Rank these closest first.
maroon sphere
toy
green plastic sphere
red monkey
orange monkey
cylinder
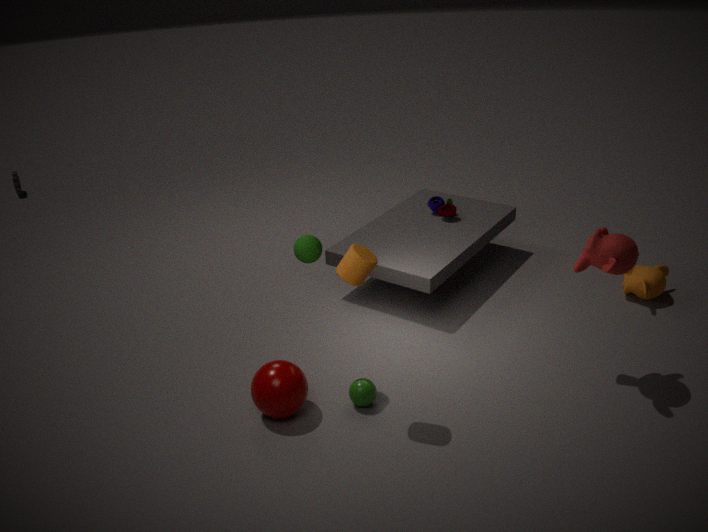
cylinder < red monkey < maroon sphere < green plastic sphere < orange monkey < toy
